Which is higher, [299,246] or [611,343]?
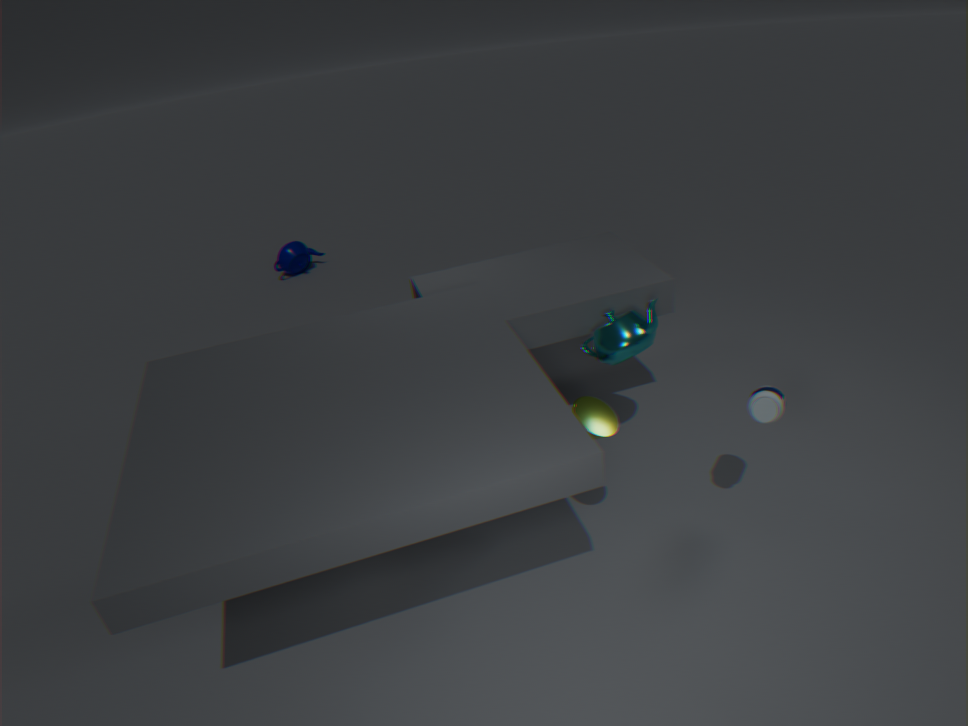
[611,343]
